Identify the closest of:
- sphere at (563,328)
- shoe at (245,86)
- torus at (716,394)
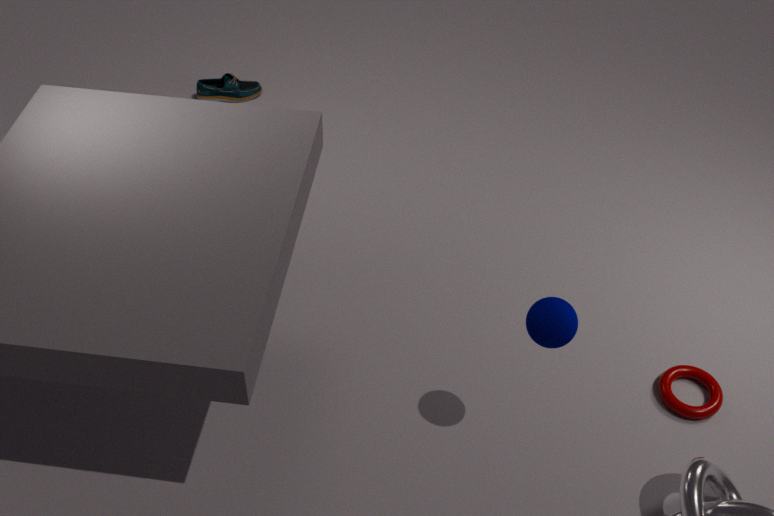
sphere at (563,328)
